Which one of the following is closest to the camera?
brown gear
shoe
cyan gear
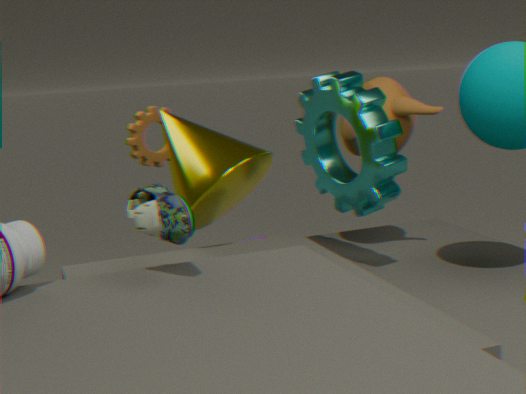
shoe
